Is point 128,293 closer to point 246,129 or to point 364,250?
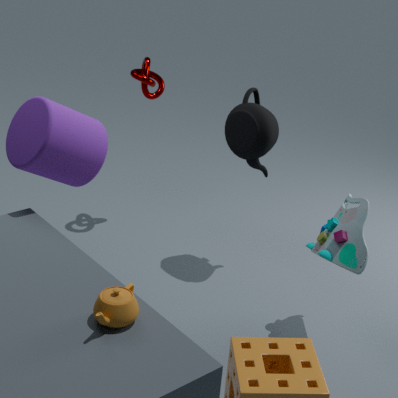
point 364,250
